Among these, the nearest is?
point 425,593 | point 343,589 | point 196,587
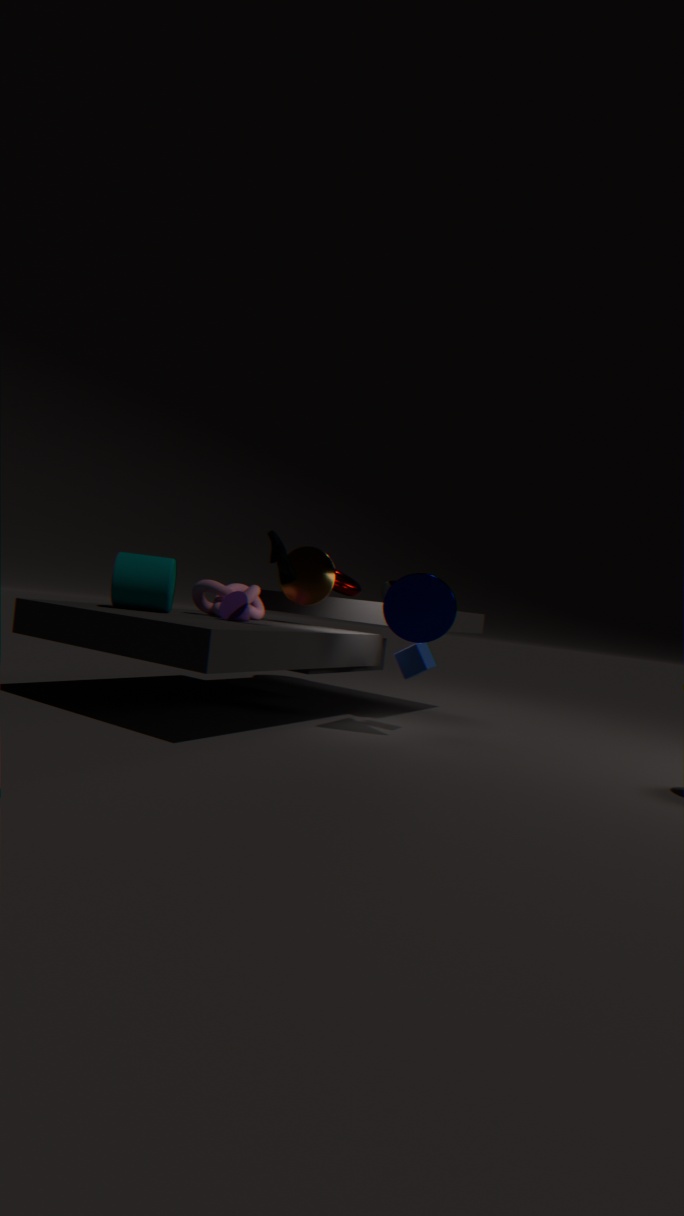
point 425,593
